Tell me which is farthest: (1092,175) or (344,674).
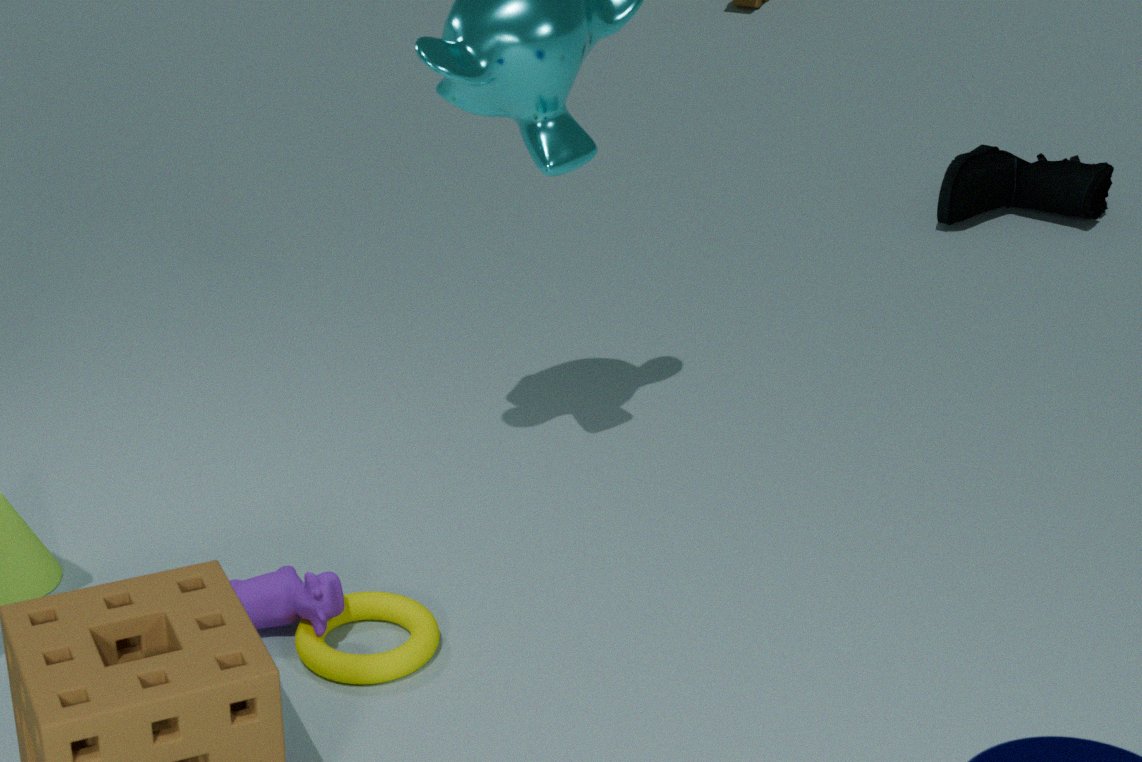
(1092,175)
